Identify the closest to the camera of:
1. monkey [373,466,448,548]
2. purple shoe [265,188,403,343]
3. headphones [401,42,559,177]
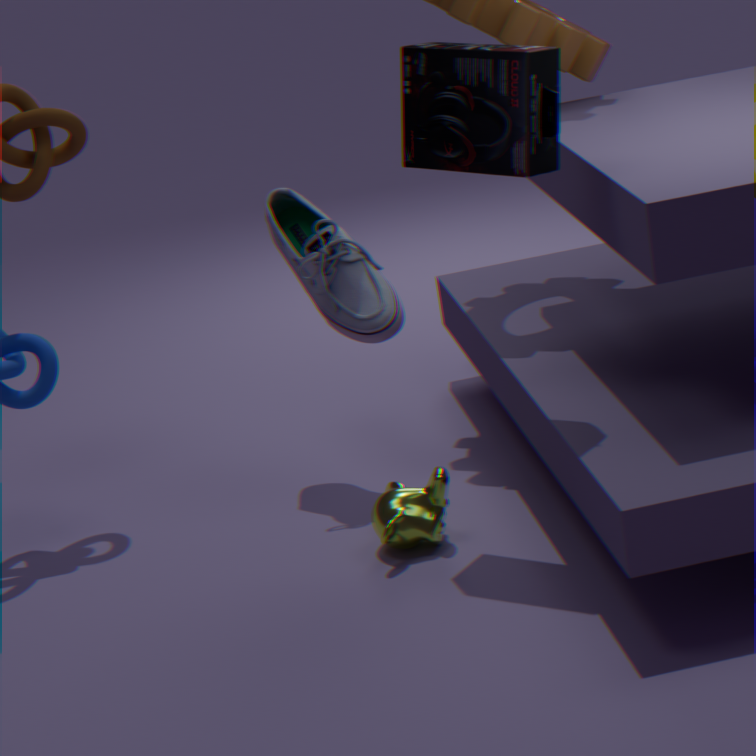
headphones [401,42,559,177]
